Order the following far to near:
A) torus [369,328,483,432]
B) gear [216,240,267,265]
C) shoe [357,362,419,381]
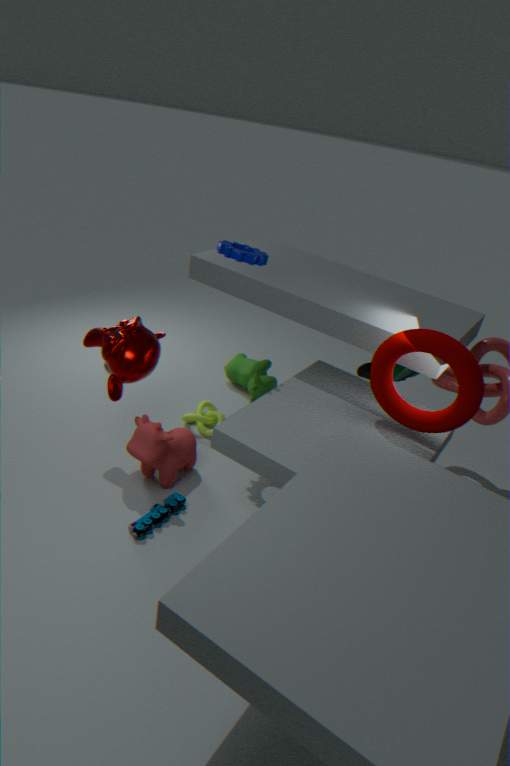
shoe [357,362,419,381]
gear [216,240,267,265]
torus [369,328,483,432]
